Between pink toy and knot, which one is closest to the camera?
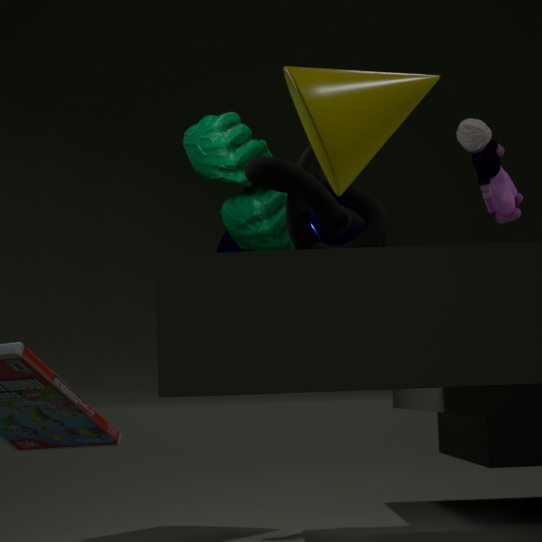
knot
